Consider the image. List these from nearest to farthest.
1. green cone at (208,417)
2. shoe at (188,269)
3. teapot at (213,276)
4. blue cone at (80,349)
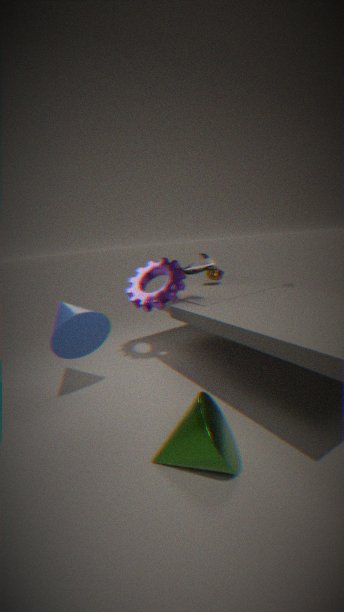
green cone at (208,417)
blue cone at (80,349)
shoe at (188,269)
teapot at (213,276)
